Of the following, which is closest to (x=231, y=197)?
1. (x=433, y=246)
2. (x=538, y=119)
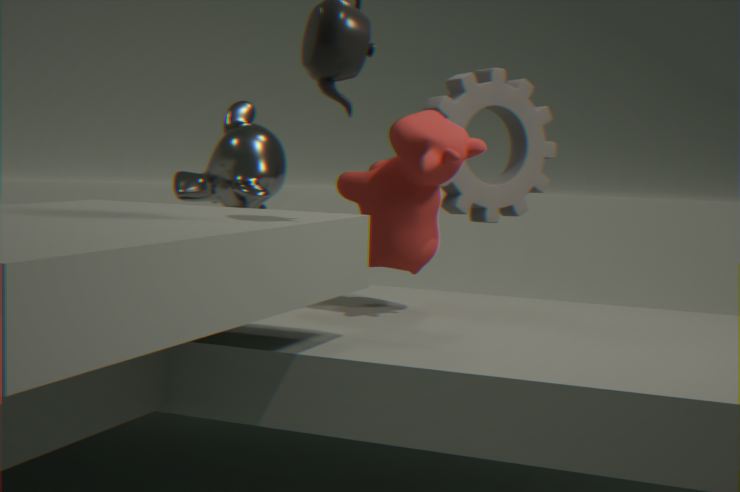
(x=538, y=119)
